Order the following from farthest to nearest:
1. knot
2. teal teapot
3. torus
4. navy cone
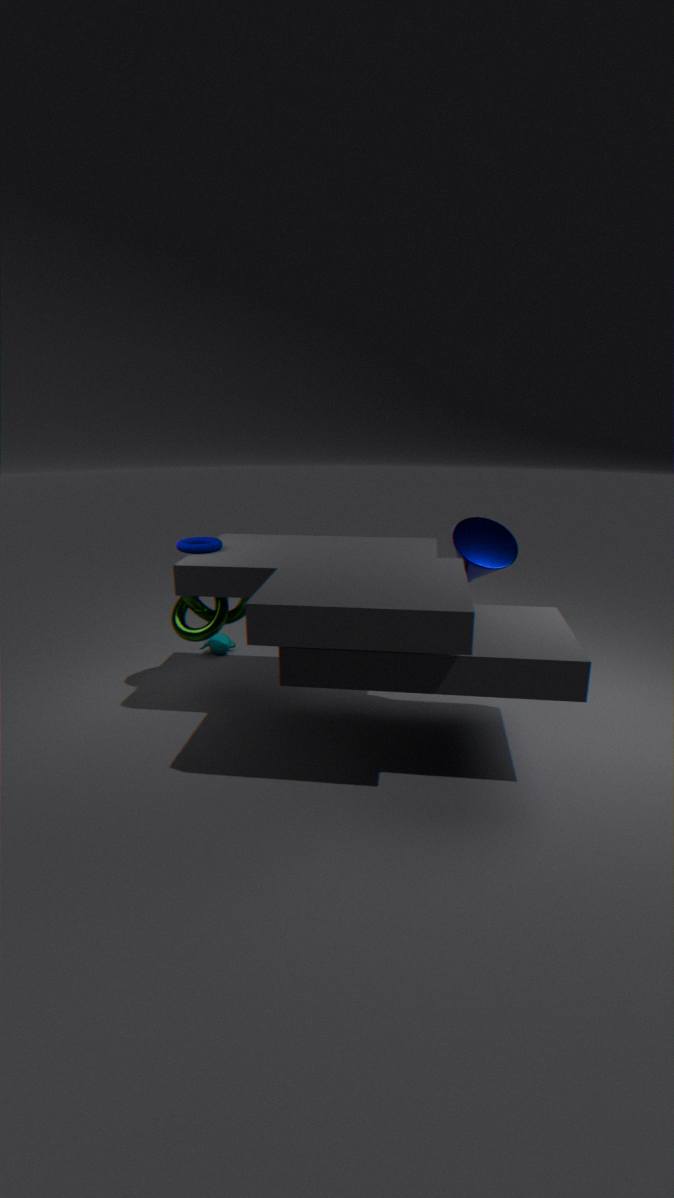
teal teapot
navy cone
knot
torus
